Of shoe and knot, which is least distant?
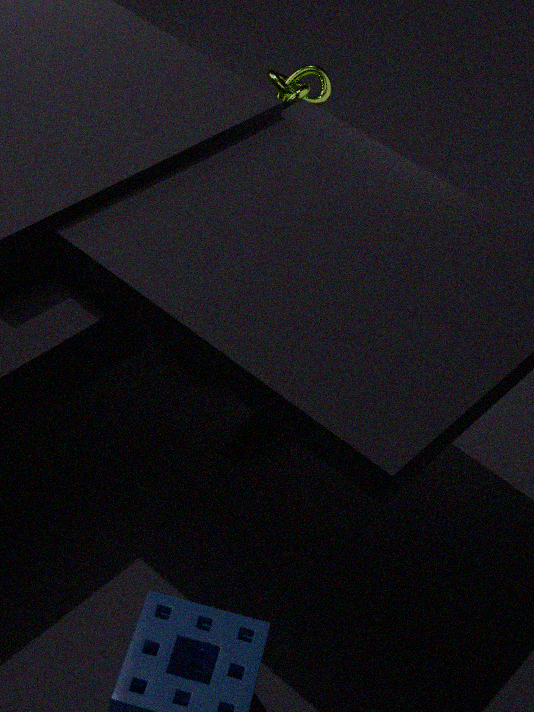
shoe
